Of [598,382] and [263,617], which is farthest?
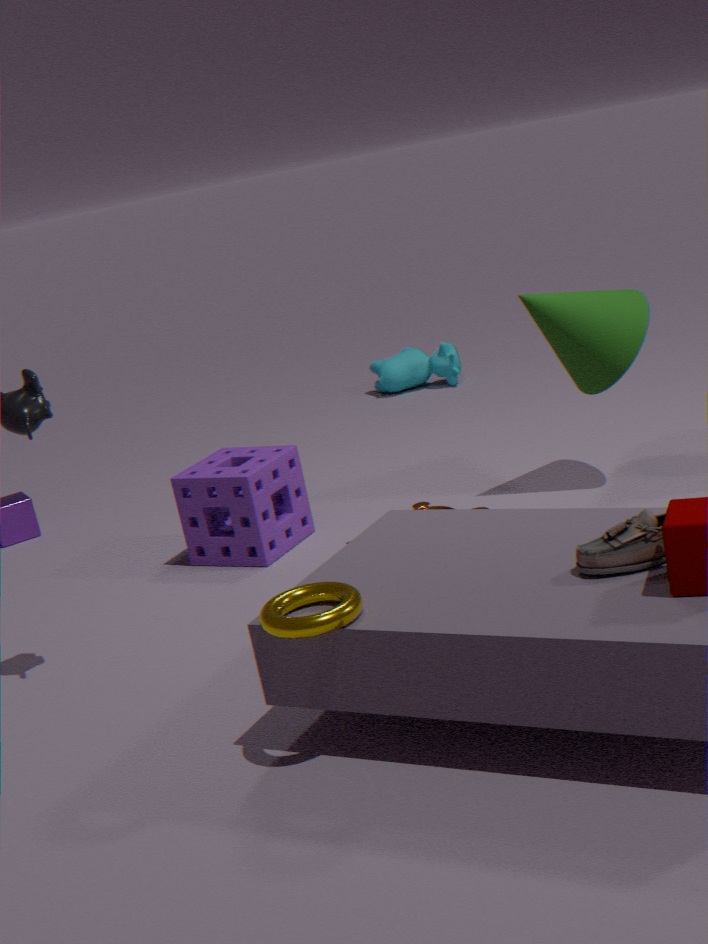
[598,382]
